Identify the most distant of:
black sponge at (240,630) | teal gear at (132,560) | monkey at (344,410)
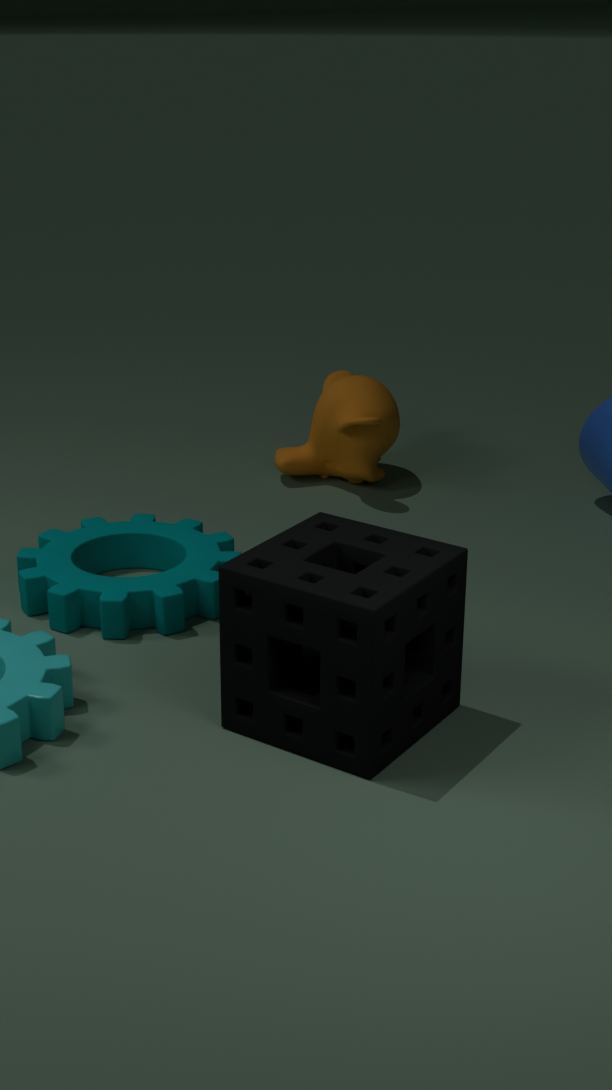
monkey at (344,410)
